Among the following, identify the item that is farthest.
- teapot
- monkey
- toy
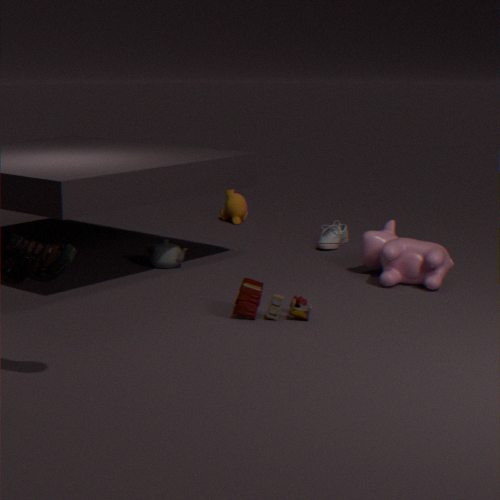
monkey
